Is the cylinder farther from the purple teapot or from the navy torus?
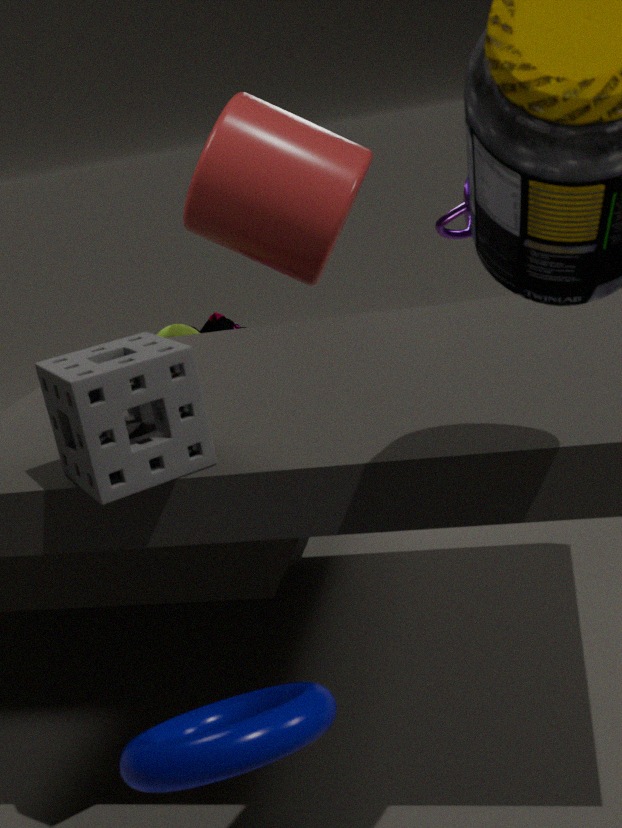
the navy torus
